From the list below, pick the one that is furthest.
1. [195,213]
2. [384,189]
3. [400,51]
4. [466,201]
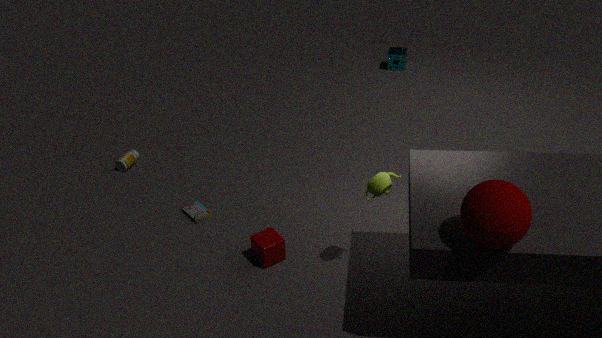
[400,51]
